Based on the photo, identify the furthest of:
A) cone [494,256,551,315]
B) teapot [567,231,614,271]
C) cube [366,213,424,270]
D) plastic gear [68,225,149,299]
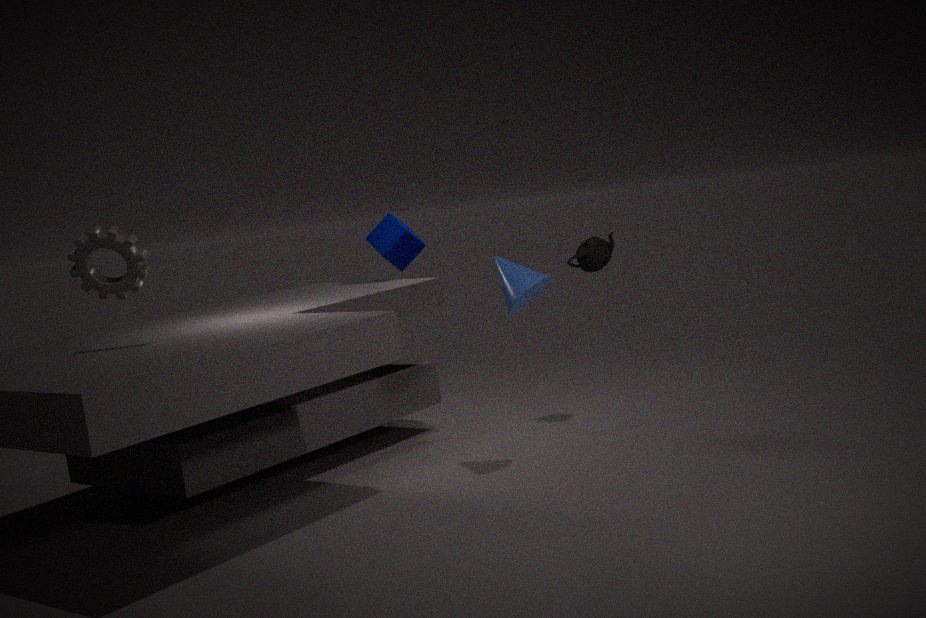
cube [366,213,424,270]
